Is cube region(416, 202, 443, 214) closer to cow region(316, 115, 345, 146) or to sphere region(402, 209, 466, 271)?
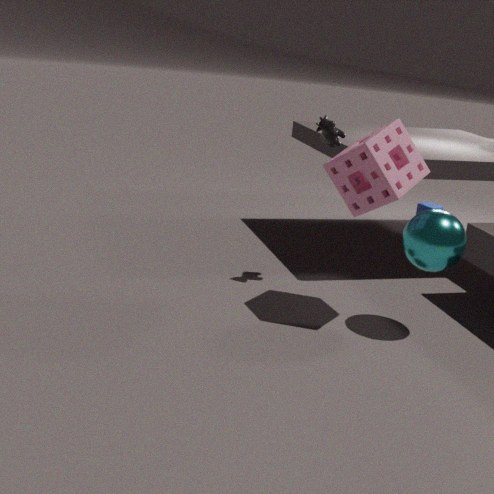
cow region(316, 115, 345, 146)
